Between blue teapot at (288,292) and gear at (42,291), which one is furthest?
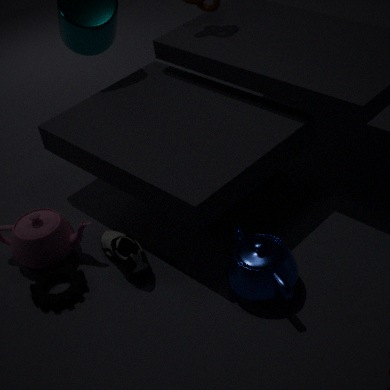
gear at (42,291)
